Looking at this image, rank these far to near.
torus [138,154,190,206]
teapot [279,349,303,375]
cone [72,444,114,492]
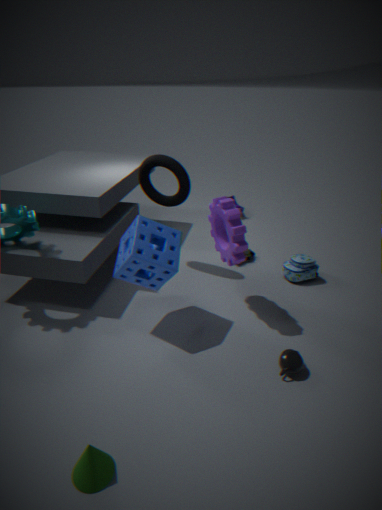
torus [138,154,190,206]
teapot [279,349,303,375]
cone [72,444,114,492]
